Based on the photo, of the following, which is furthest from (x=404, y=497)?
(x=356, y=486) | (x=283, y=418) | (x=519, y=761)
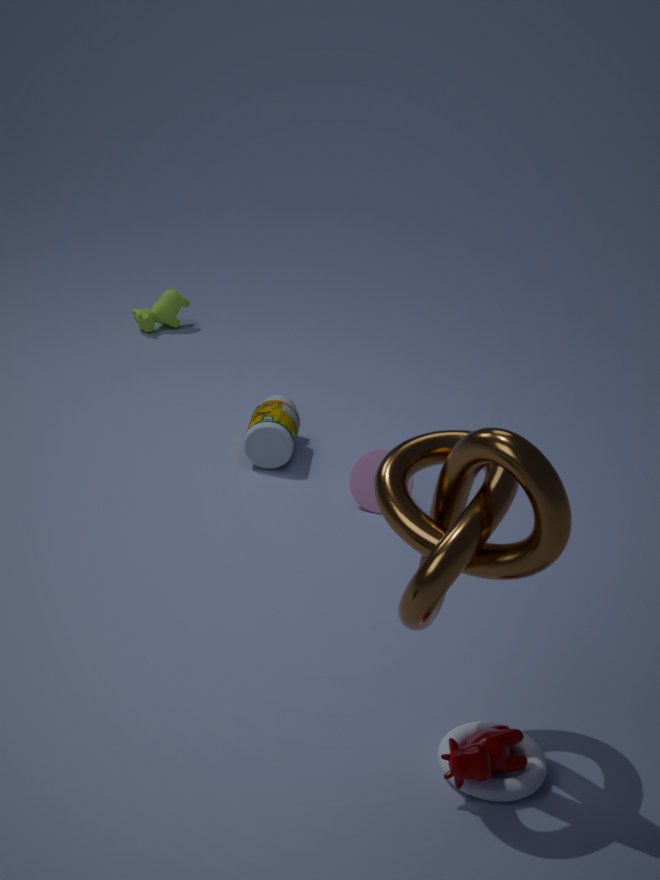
(x=283, y=418)
